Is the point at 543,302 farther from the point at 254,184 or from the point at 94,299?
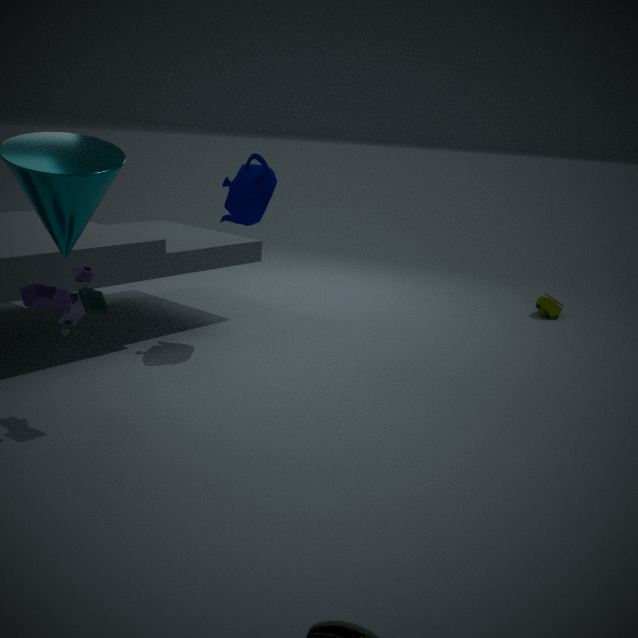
the point at 94,299
